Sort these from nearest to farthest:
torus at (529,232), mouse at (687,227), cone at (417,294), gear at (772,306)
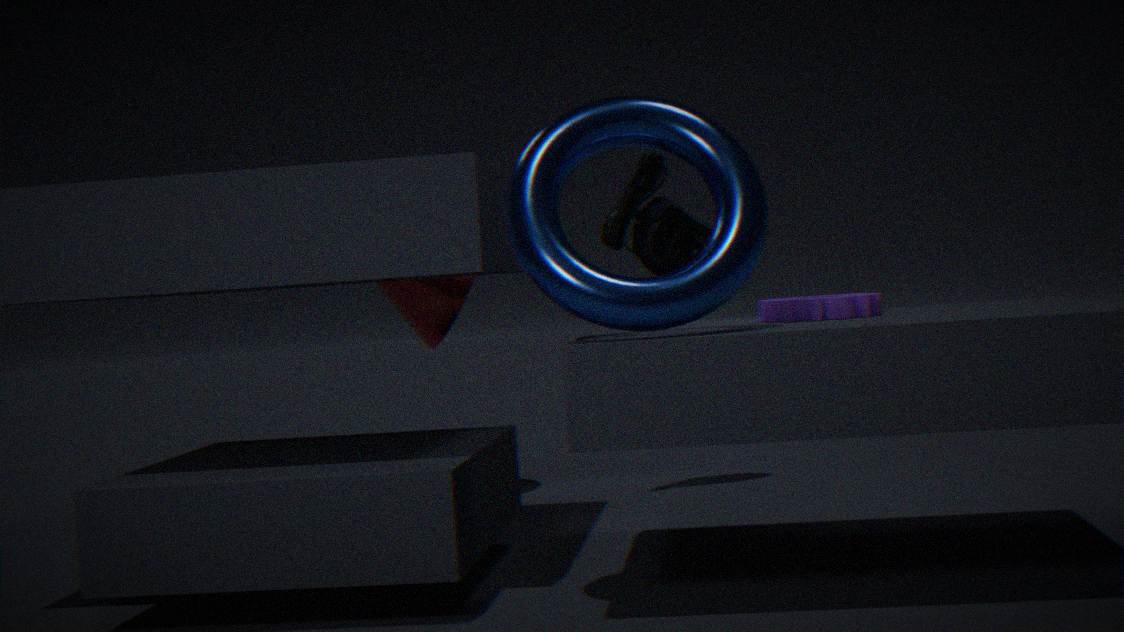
torus at (529,232) → gear at (772,306) → mouse at (687,227) → cone at (417,294)
